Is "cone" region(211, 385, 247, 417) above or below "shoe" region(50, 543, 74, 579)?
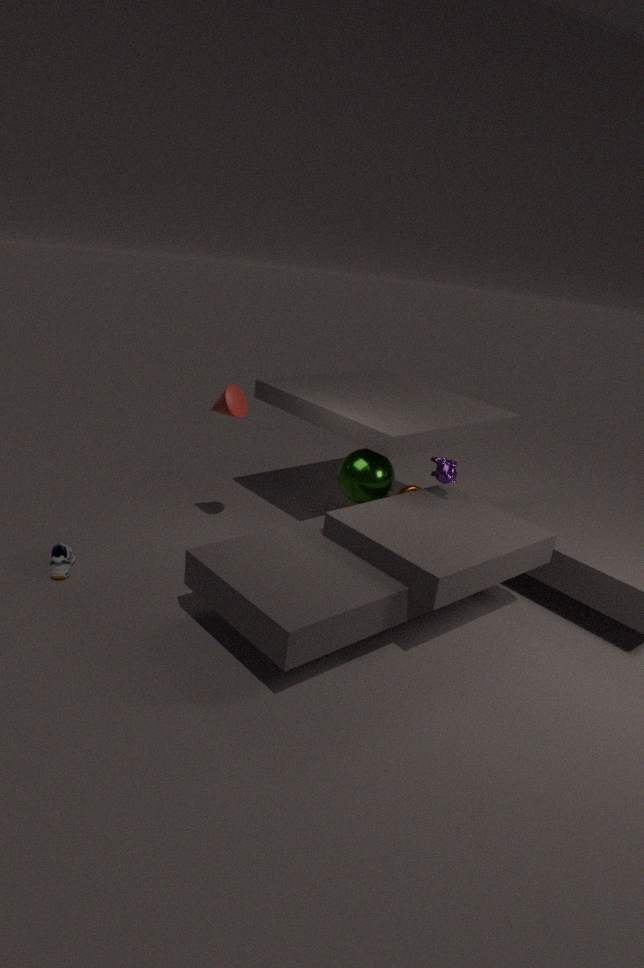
above
